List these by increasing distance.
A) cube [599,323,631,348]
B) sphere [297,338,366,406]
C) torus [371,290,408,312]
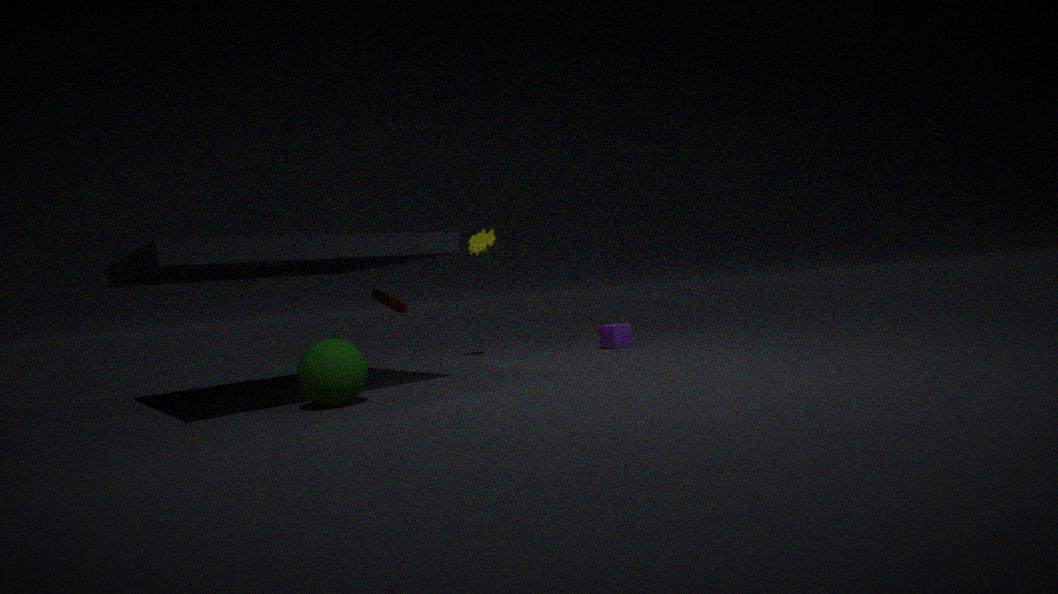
1. sphere [297,338,366,406]
2. torus [371,290,408,312]
3. cube [599,323,631,348]
